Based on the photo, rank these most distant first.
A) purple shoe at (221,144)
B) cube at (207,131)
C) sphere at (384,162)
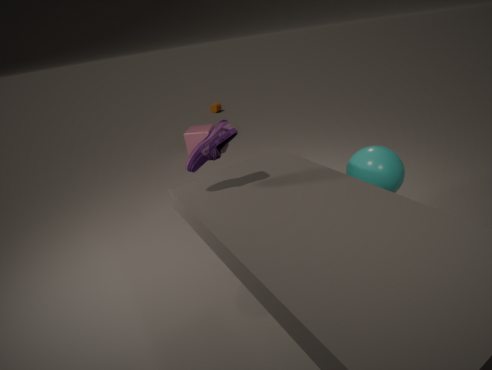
cube at (207,131)
sphere at (384,162)
purple shoe at (221,144)
